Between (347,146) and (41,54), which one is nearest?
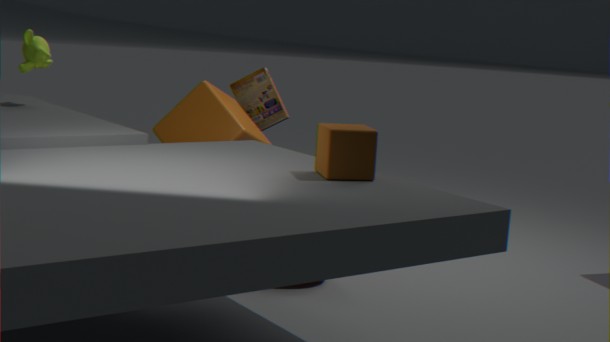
(347,146)
